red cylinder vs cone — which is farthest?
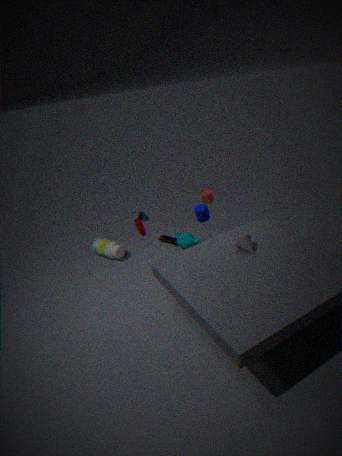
red cylinder
